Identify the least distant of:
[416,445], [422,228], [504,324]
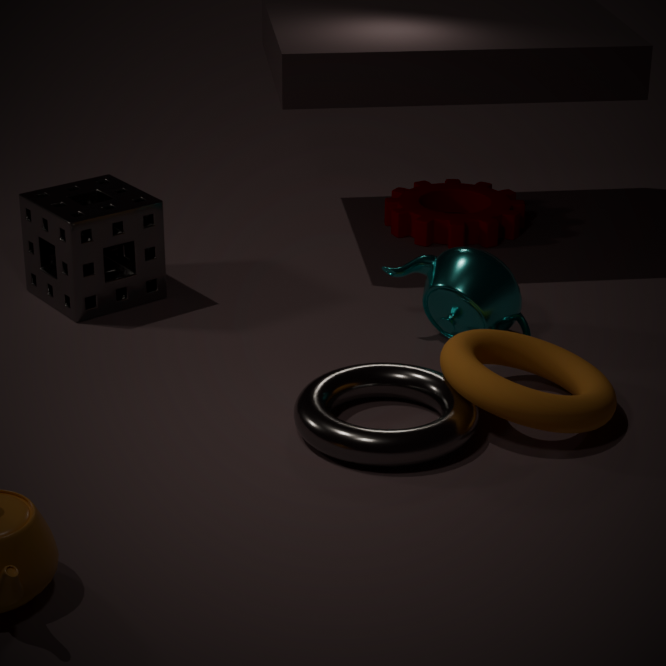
[416,445]
